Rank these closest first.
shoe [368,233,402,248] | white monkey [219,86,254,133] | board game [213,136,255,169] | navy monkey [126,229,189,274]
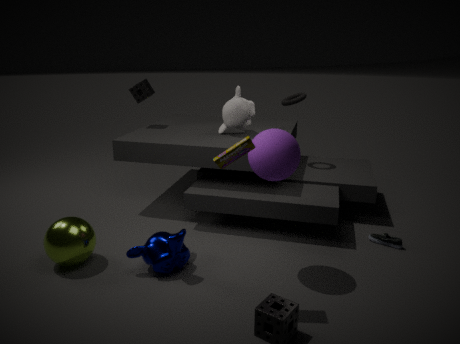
board game [213,136,255,169] → navy monkey [126,229,189,274] → shoe [368,233,402,248] → white monkey [219,86,254,133]
